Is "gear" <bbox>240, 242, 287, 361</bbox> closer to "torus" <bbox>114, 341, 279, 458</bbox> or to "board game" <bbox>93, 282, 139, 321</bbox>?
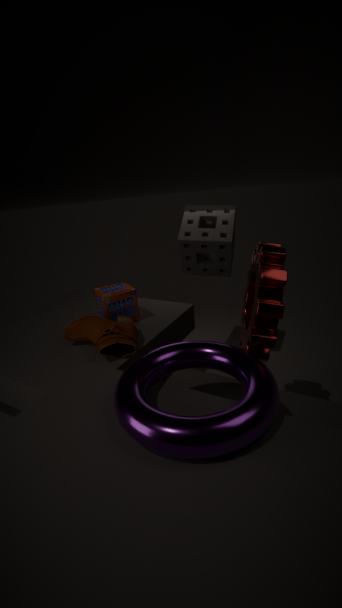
"torus" <bbox>114, 341, 279, 458</bbox>
